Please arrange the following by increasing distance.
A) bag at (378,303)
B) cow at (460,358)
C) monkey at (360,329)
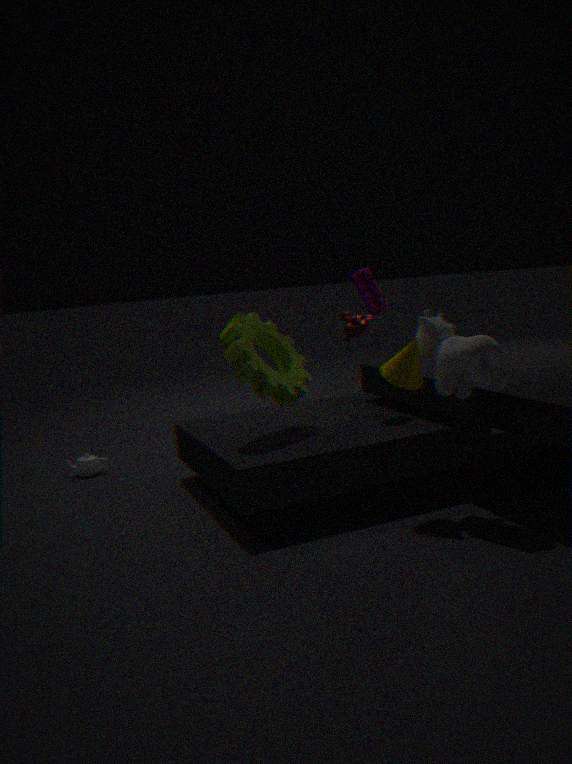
cow at (460,358)
bag at (378,303)
monkey at (360,329)
